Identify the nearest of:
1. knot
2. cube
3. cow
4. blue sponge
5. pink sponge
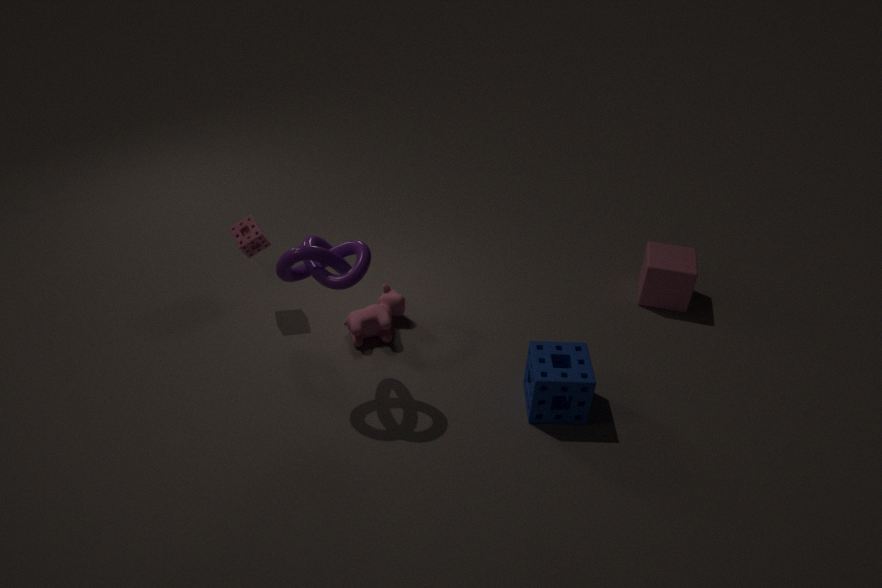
knot
